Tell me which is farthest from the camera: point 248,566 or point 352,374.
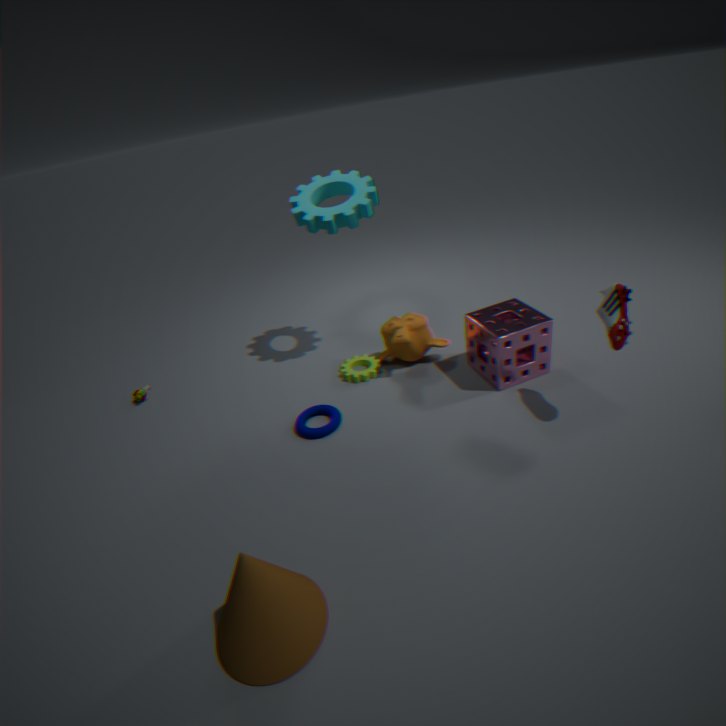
point 352,374
